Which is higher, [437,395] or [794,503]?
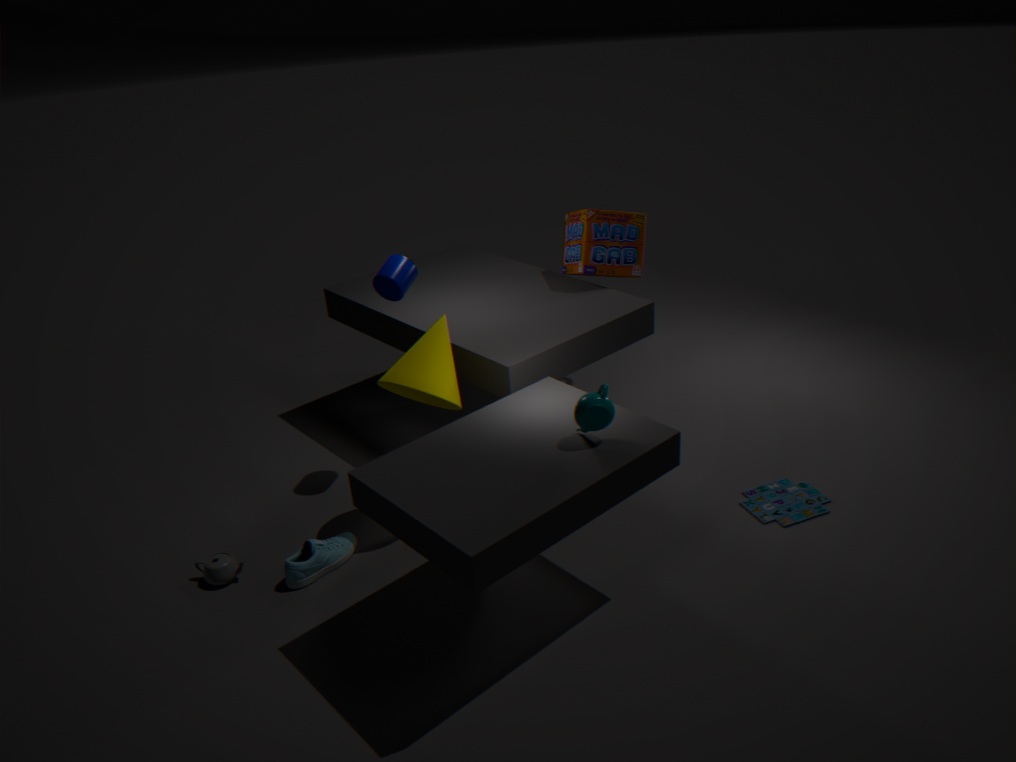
[437,395]
